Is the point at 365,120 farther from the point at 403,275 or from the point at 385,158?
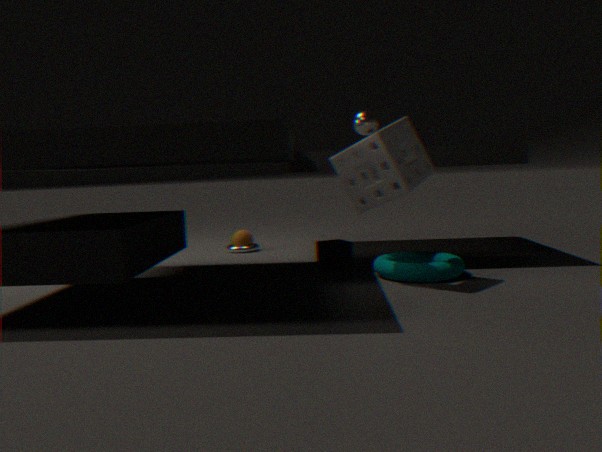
the point at 403,275
